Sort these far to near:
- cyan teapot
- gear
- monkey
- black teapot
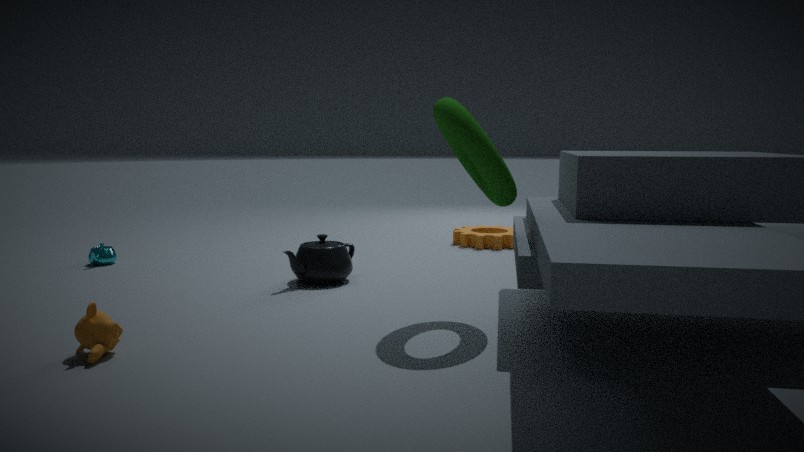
gear < cyan teapot < black teapot < monkey
